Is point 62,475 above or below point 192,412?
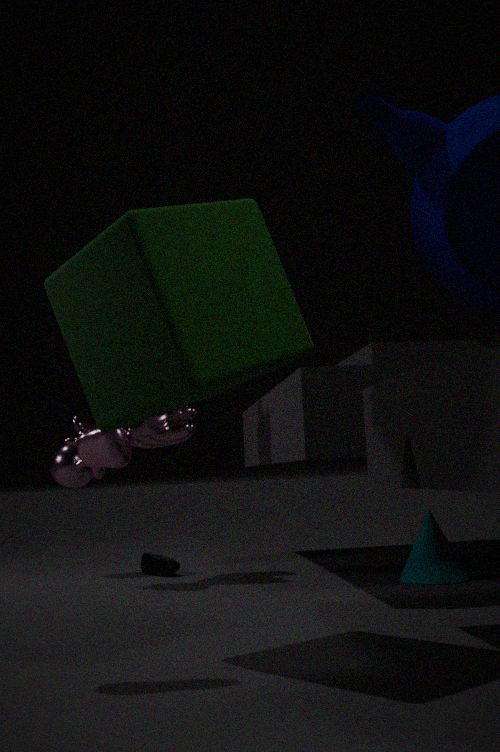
below
